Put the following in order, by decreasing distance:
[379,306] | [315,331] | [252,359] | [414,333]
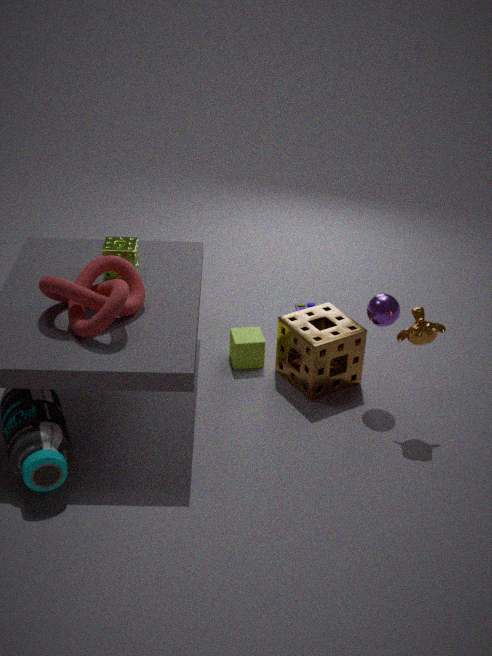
[252,359] < [315,331] < [379,306] < [414,333]
